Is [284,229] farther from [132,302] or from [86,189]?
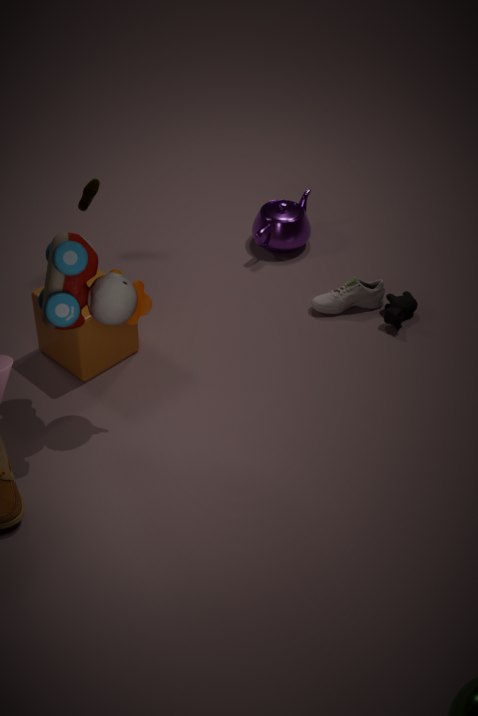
[132,302]
